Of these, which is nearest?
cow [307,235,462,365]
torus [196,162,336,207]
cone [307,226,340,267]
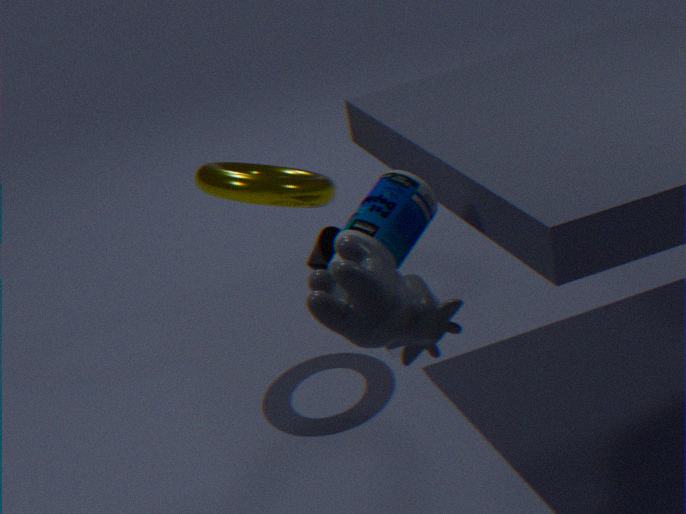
cow [307,235,462,365]
